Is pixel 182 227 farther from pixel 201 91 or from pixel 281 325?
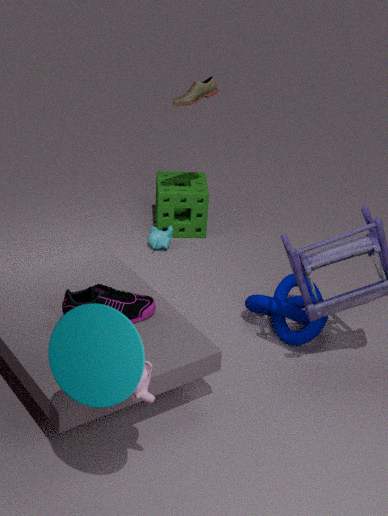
pixel 281 325
